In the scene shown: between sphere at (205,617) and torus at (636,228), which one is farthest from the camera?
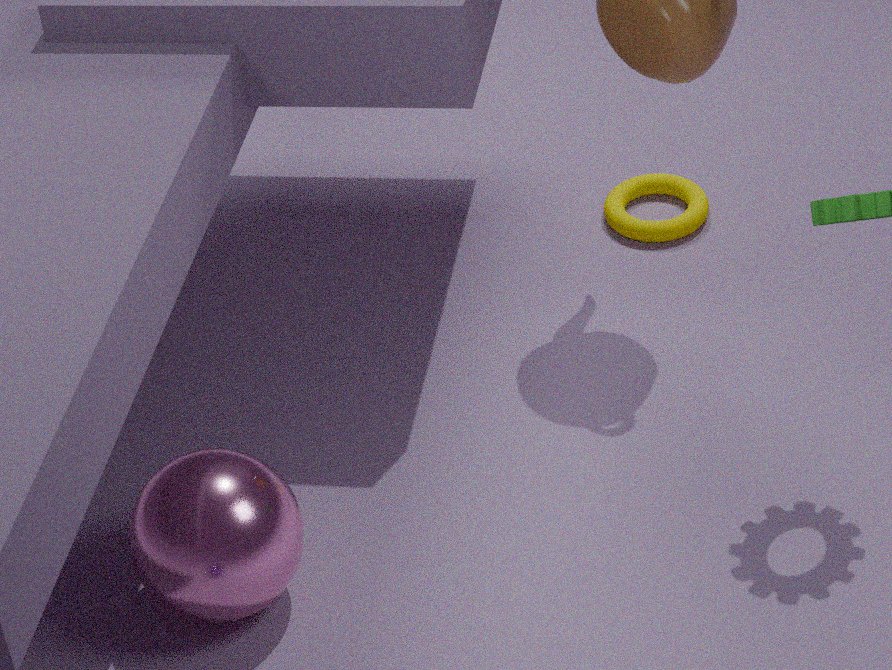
torus at (636,228)
